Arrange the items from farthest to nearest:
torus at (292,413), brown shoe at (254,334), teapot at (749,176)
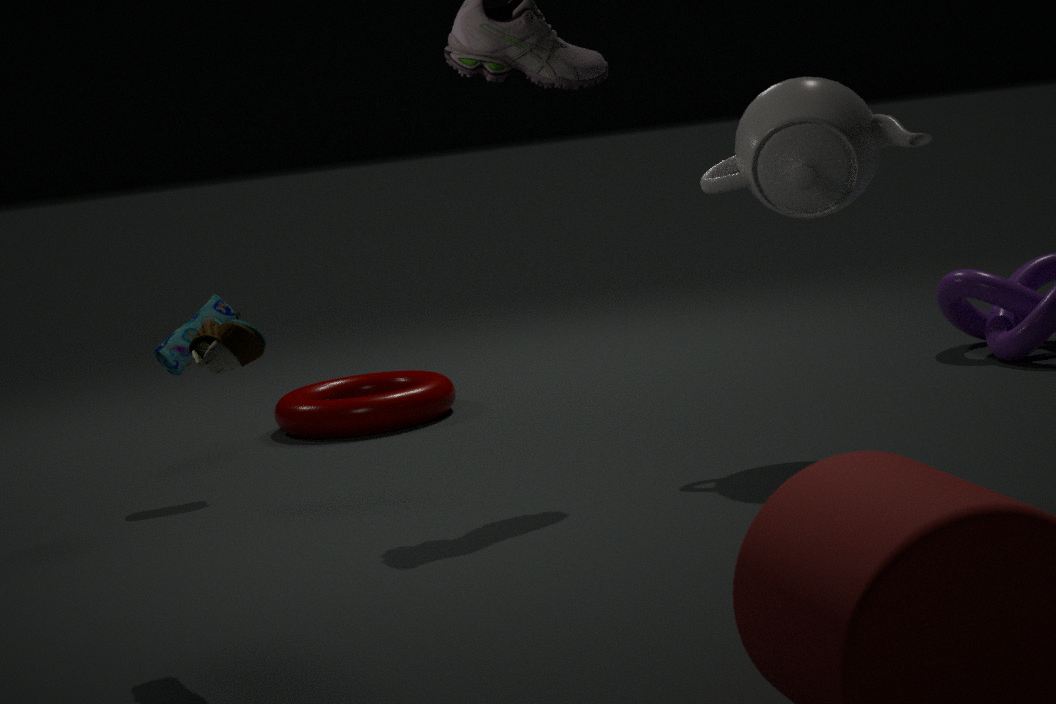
torus at (292,413) < teapot at (749,176) < brown shoe at (254,334)
